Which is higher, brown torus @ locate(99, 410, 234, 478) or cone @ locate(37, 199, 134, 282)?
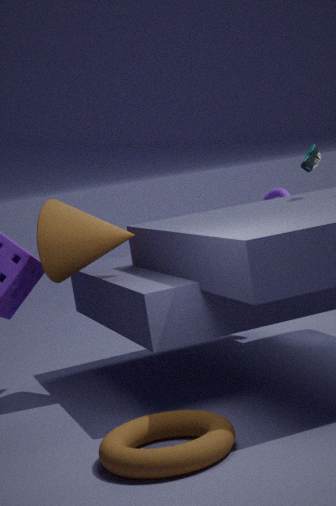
cone @ locate(37, 199, 134, 282)
